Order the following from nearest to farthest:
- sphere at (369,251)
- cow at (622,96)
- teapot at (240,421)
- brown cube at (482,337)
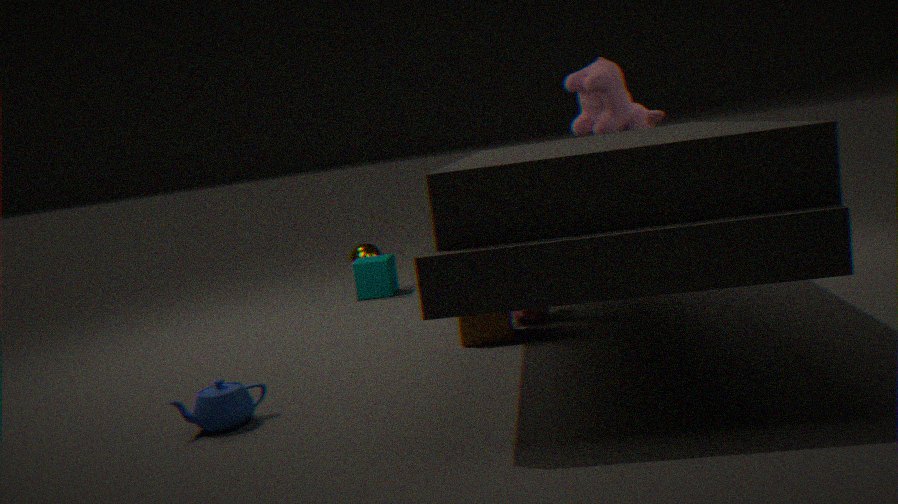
1. teapot at (240,421)
2. brown cube at (482,337)
3. cow at (622,96)
4. sphere at (369,251)
